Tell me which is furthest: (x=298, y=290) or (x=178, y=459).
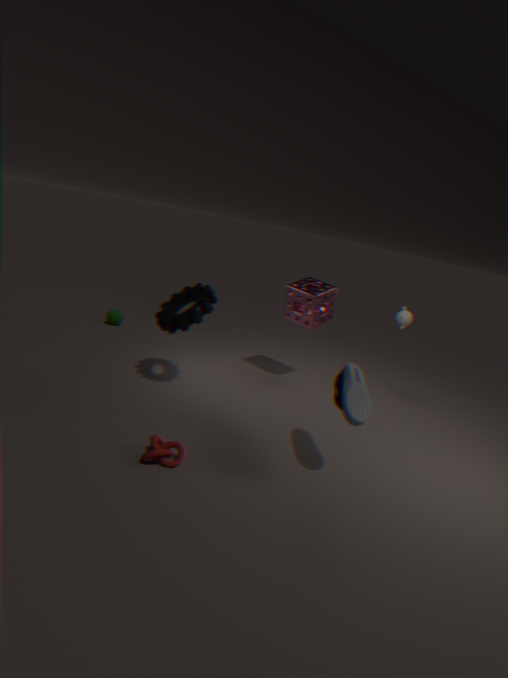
(x=298, y=290)
